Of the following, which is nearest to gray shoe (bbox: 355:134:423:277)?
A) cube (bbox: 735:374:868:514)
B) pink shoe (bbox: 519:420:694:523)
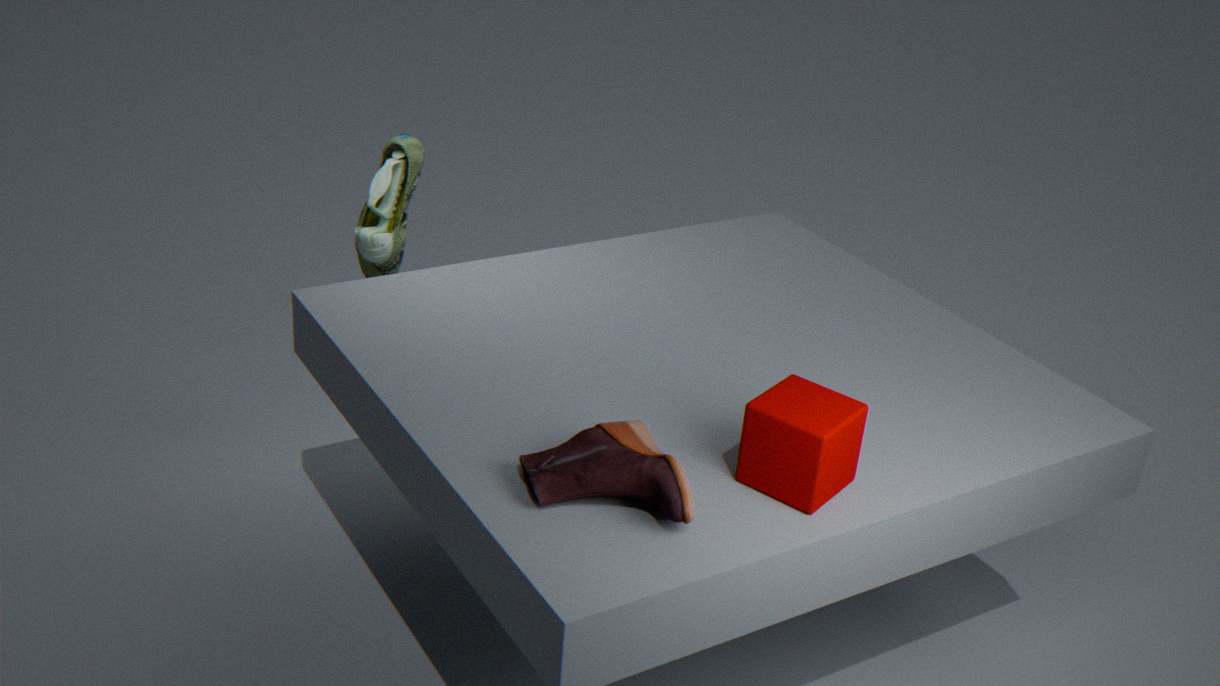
pink shoe (bbox: 519:420:694:523)
